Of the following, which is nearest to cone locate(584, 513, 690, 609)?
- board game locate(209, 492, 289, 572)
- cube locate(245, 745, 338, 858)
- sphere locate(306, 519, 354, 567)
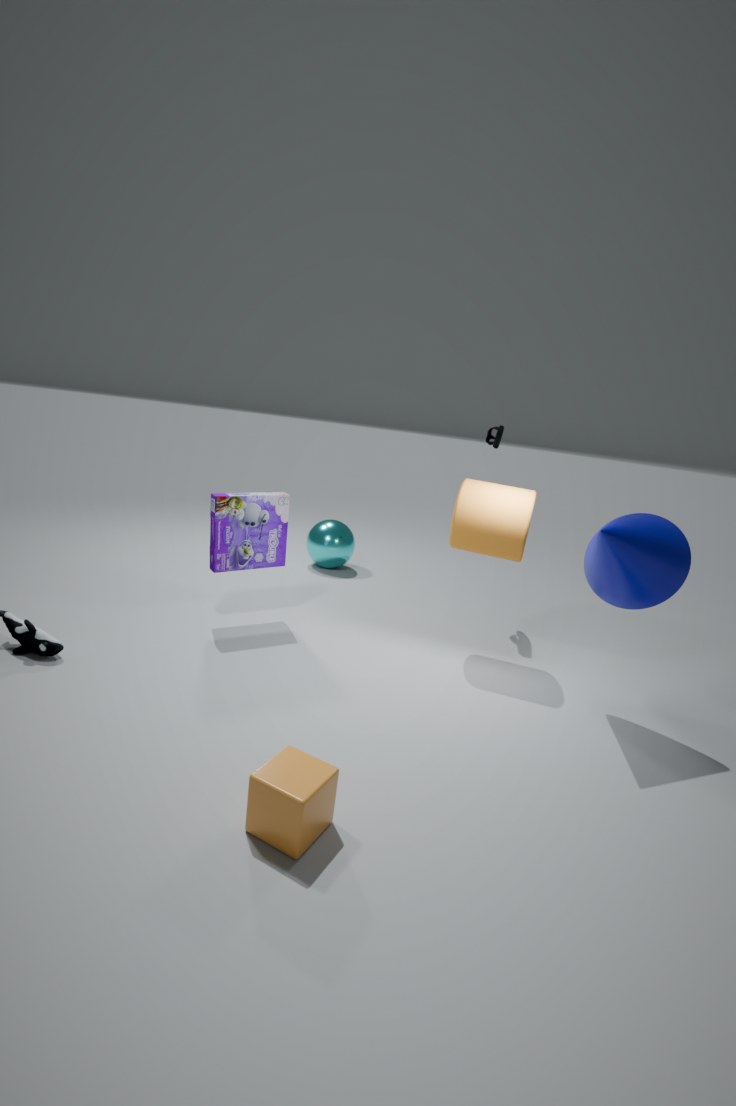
cube locate(245, 745, 338, 858)
